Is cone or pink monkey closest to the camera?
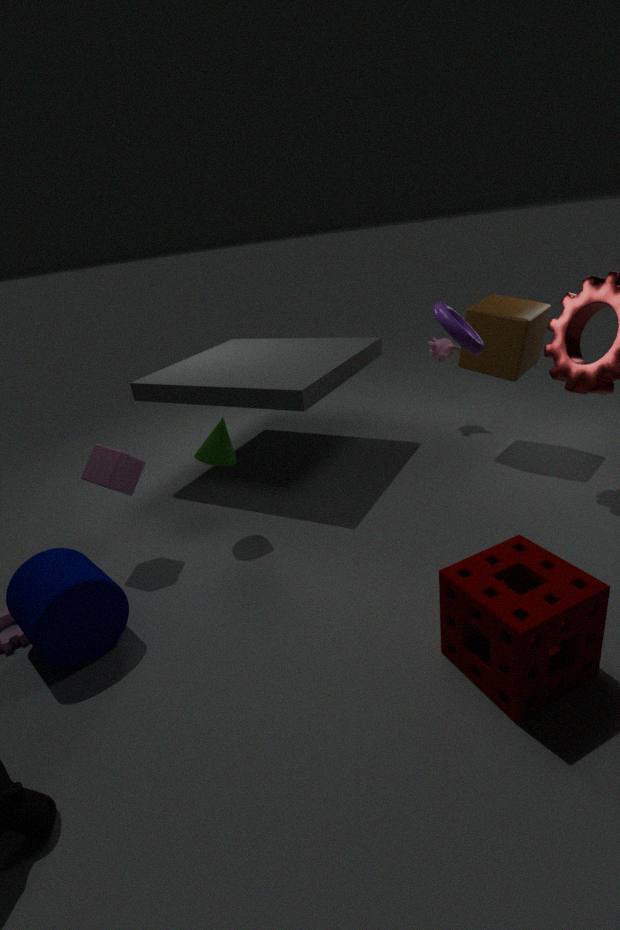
cone
